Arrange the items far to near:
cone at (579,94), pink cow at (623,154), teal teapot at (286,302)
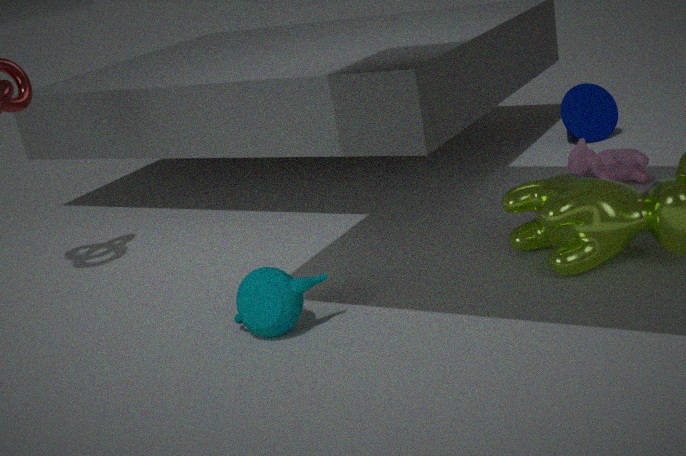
cone at (579,94)
pink cow at (623,154)
teal teapot at (286,302)
